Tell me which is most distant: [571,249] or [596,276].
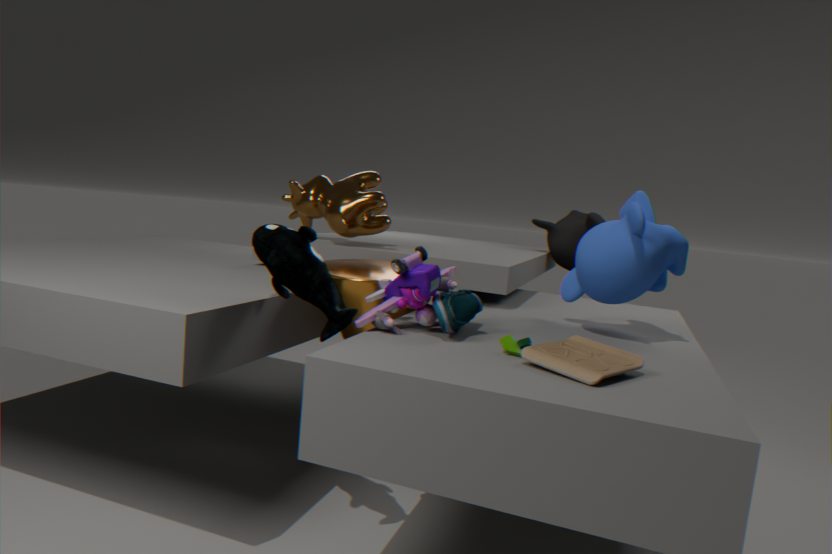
[571,249]
